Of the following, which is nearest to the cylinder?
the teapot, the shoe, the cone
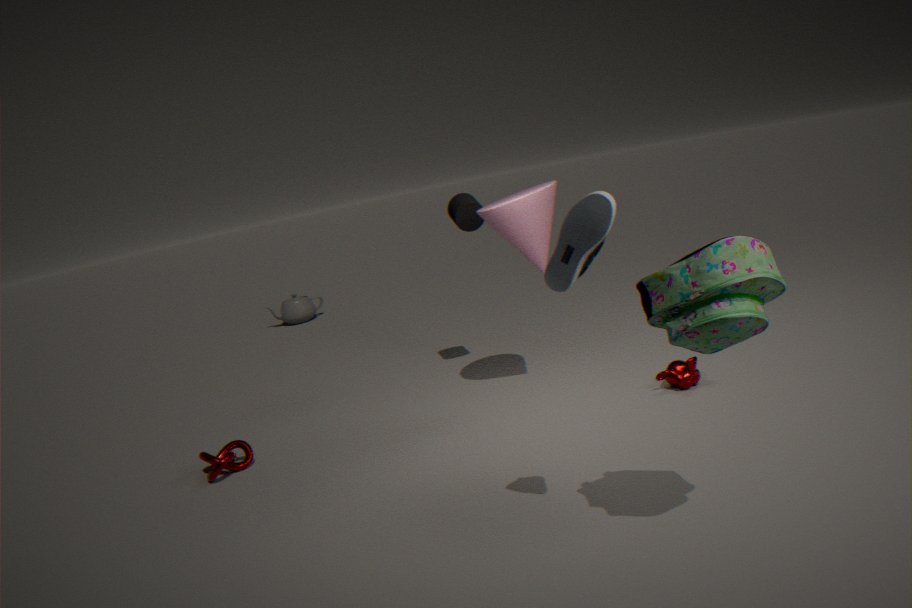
the cone
